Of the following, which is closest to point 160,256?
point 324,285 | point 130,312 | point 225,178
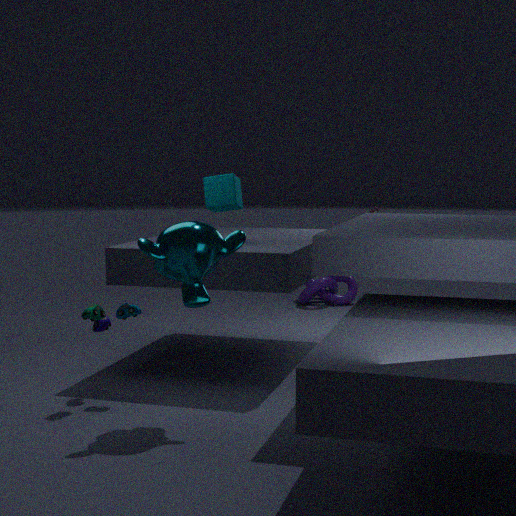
point 130,312
